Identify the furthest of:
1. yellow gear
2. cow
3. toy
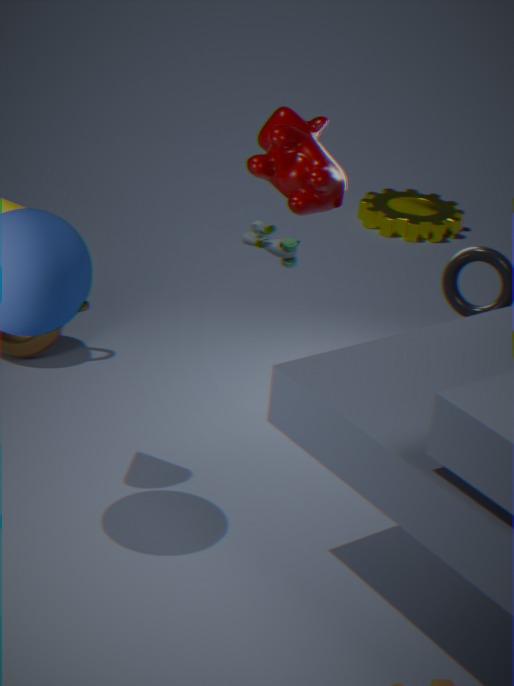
yellow gear
